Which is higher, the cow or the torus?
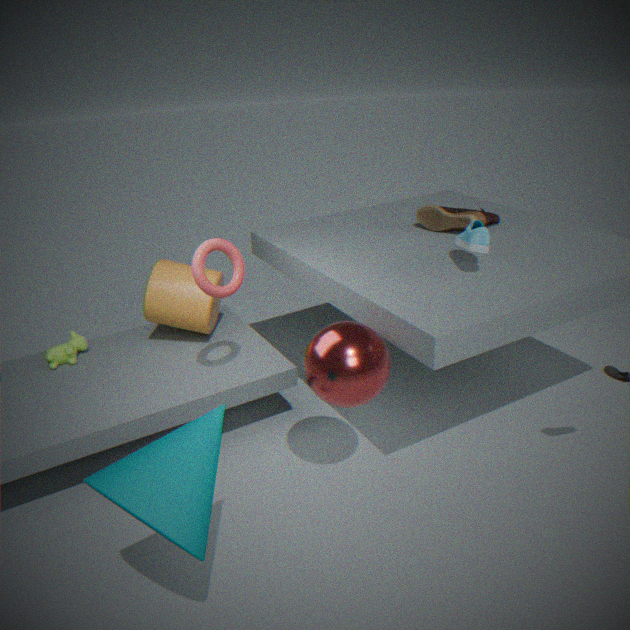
the torus
